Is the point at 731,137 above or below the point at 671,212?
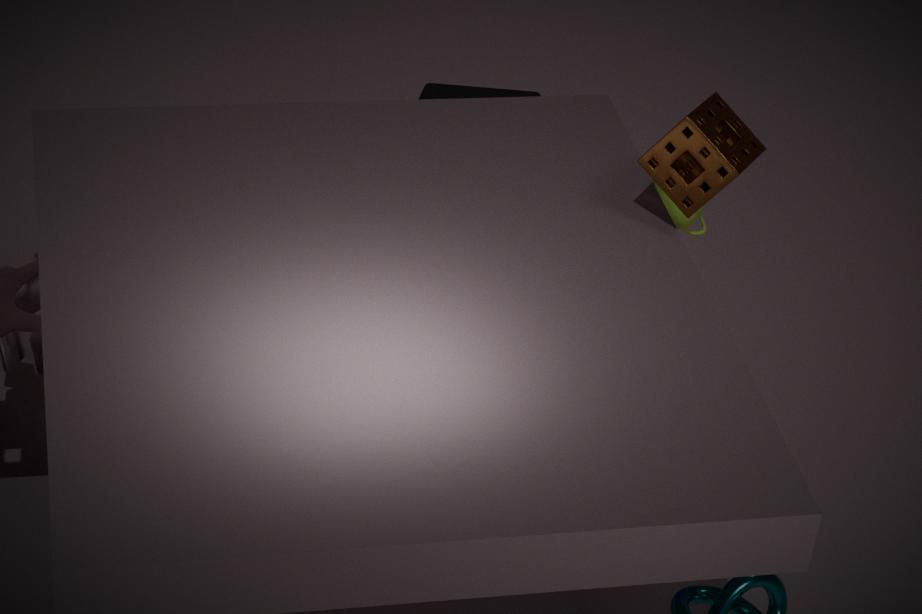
above
